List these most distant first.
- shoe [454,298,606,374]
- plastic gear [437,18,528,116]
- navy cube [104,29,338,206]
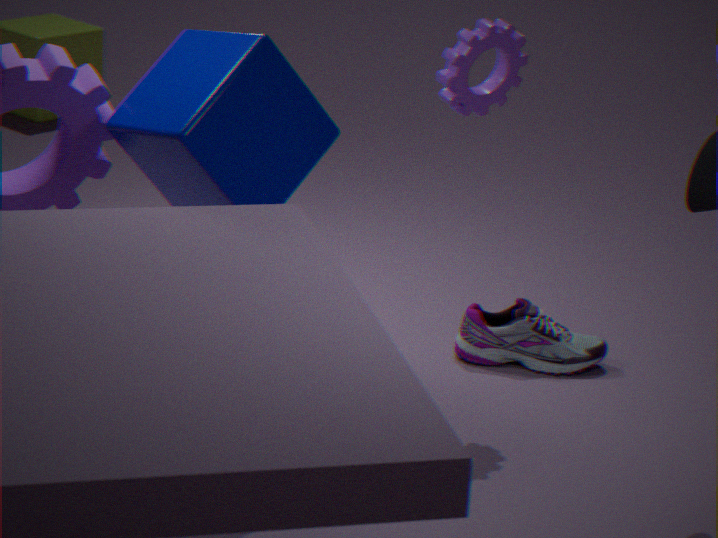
shoe [454,298,606,374]
plastic gear [437,18,528,116]
navy cube [104,29,338,206]
